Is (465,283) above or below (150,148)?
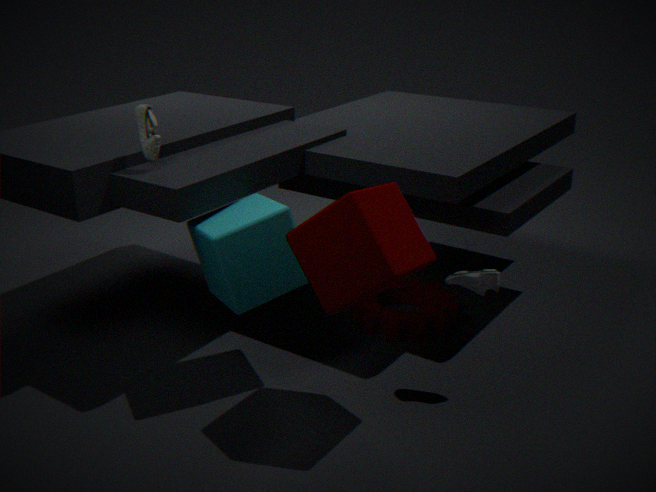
below
